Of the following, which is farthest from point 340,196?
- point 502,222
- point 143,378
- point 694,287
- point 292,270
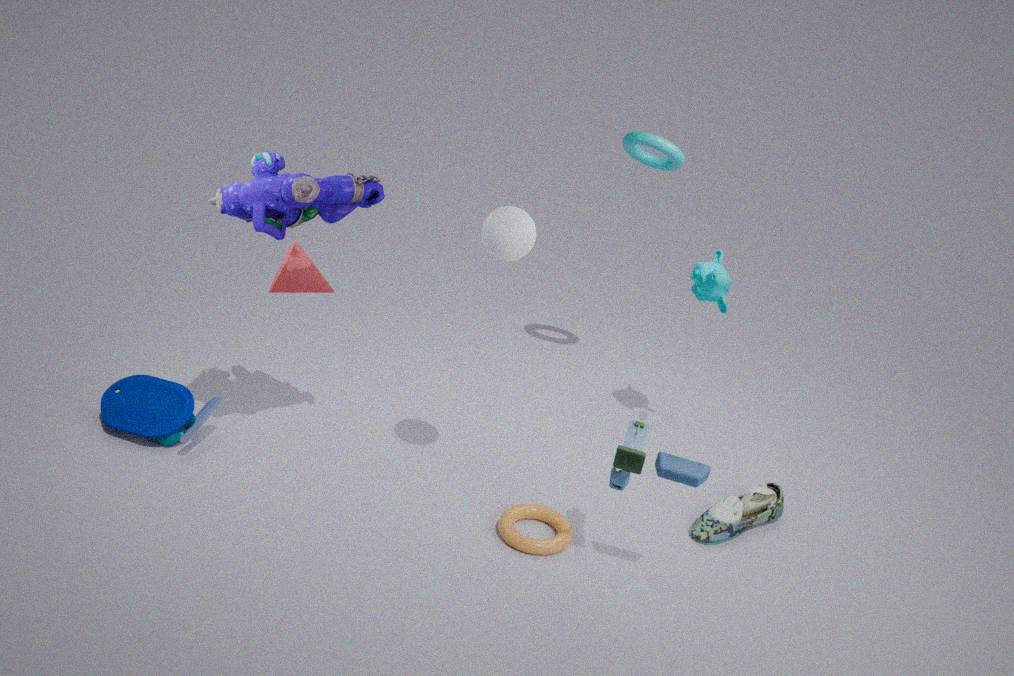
point 694,287
